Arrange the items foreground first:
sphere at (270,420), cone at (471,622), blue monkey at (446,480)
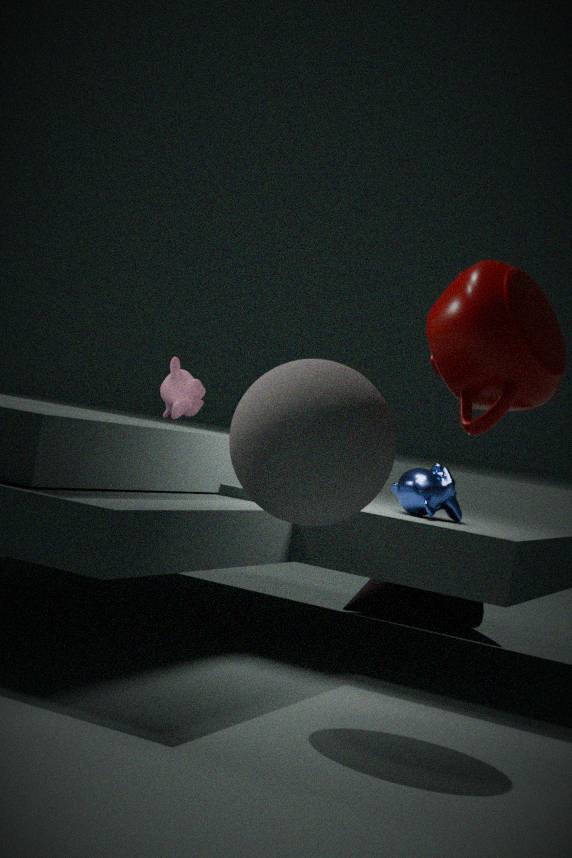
sphere at (270,420)
blue monkey at (446,480)
cone at (471,622)
